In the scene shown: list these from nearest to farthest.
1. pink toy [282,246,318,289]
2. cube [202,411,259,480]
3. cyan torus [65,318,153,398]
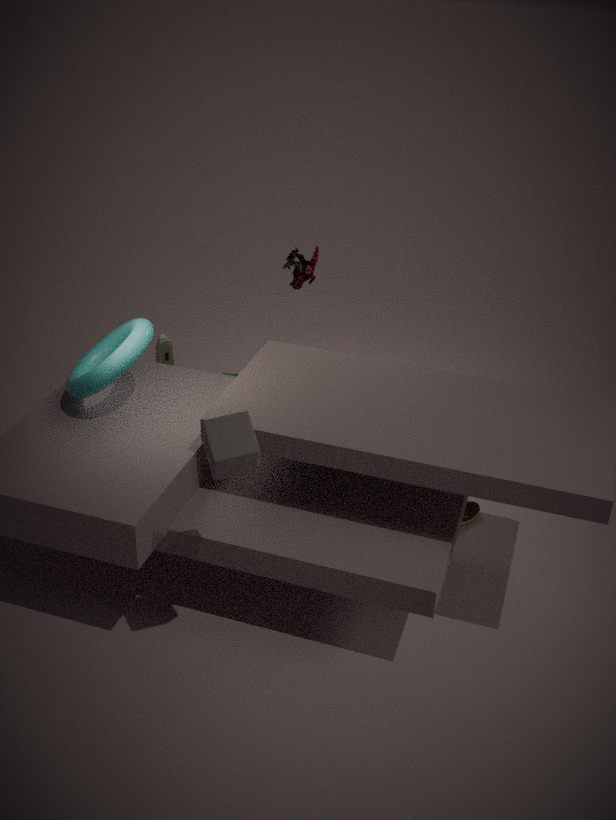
cube [202,411,259,480] < cyan torus [65,318,153,398] < pink toy [282,246,318,289]
